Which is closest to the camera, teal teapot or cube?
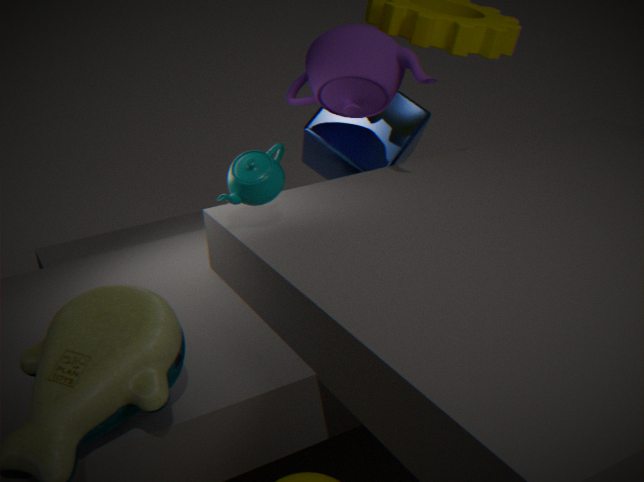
teal teapot
